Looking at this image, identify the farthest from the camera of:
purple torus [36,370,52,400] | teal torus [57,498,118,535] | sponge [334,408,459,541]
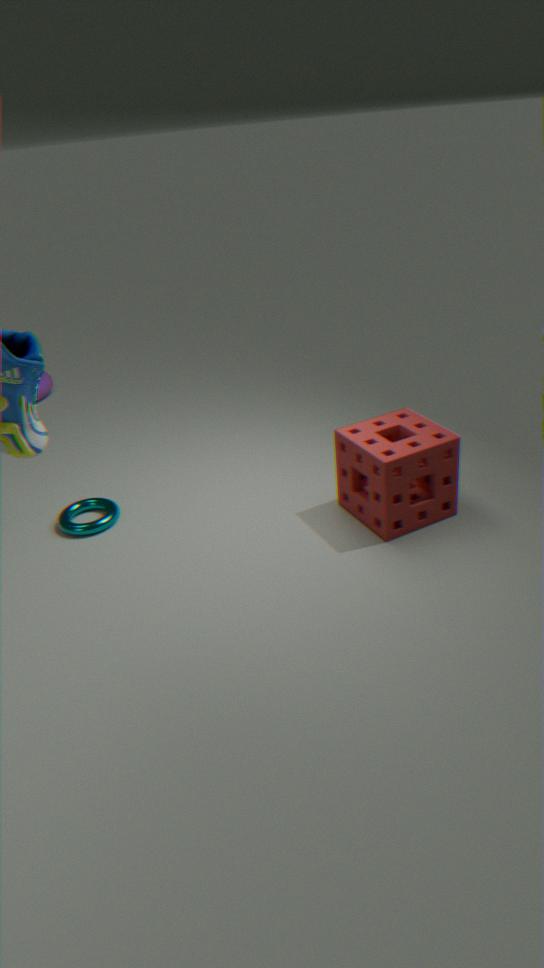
purple torus [36,370,52,400]
